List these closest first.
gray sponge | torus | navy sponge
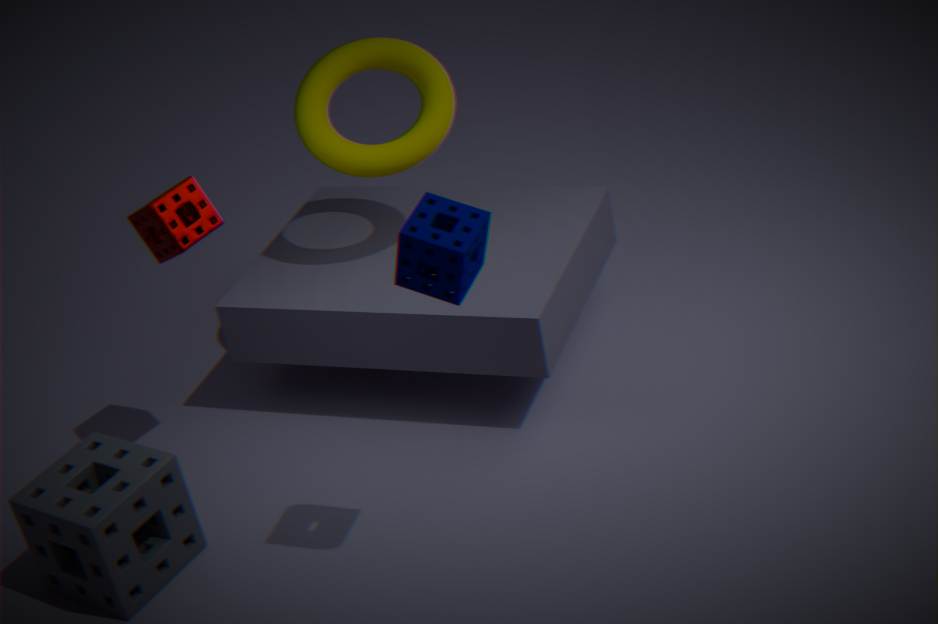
navy sponge < gray sponge < torus
